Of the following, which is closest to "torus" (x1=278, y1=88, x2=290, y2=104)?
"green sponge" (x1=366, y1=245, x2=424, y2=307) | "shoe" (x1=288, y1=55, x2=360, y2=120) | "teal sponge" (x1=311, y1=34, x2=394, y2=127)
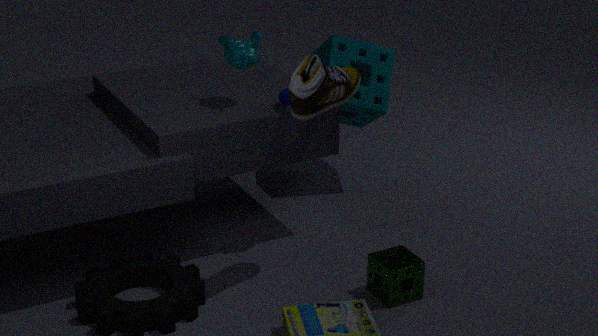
"shoe" (x1=288, y1=55, x2=360, y2=120)
